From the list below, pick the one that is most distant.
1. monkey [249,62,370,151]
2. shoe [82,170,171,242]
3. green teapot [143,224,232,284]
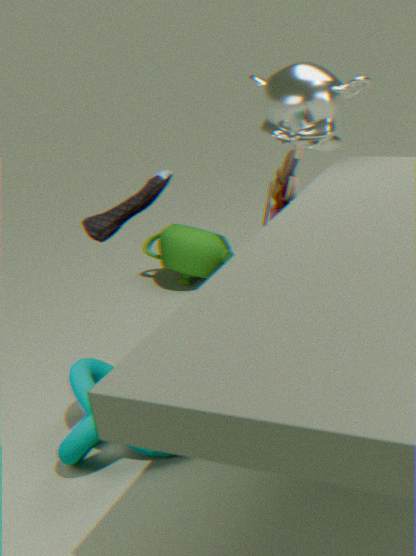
green teapot [143,224,232,284]
